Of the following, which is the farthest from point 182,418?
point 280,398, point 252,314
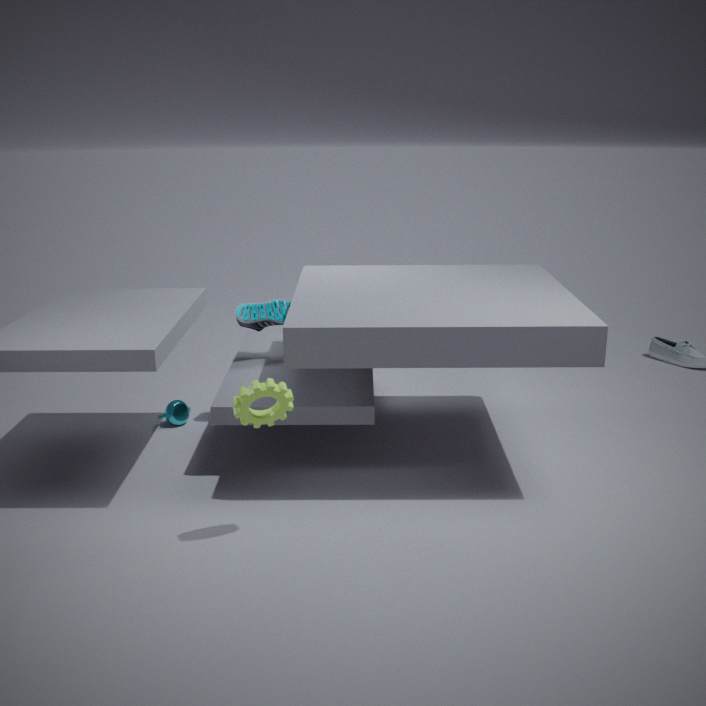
point 280,398
